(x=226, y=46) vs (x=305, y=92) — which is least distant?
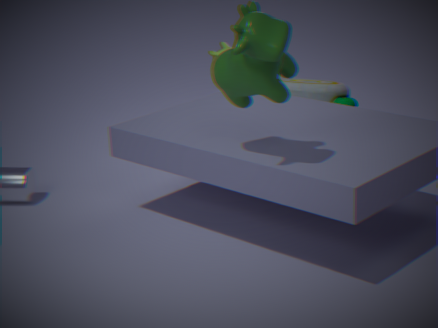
(x=305, y=92)
